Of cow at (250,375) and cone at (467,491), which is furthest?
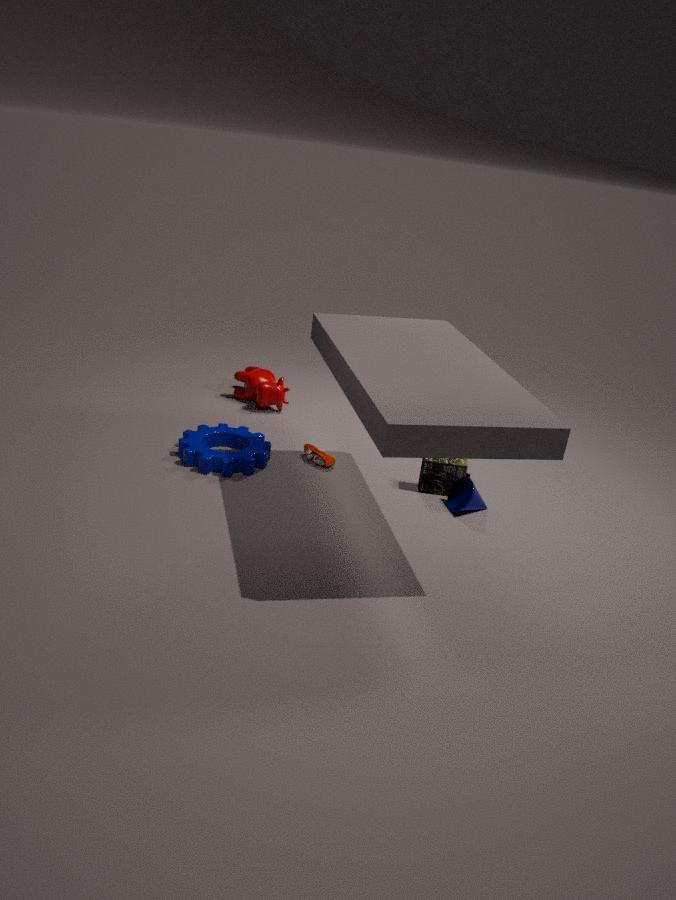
cow at (250,375)
